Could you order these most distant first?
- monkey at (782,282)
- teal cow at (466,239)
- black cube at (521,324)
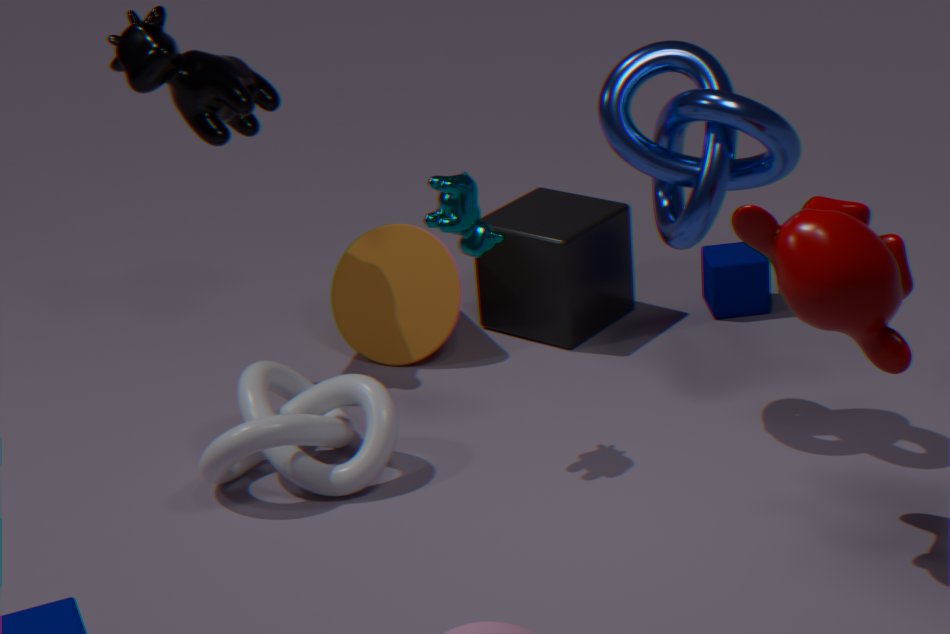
black cube at (521,324), teal cow at (466,239), monkey at (782,282)
